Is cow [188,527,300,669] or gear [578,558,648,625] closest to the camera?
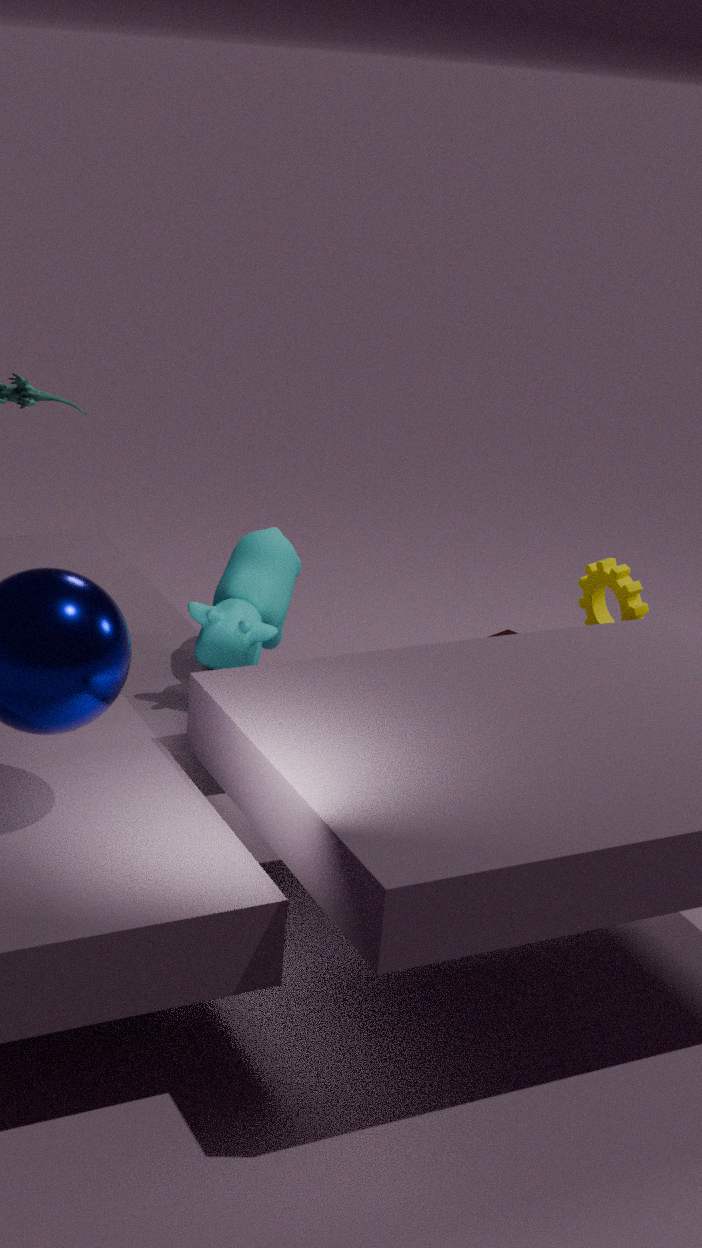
cow [188,527,300,669]
